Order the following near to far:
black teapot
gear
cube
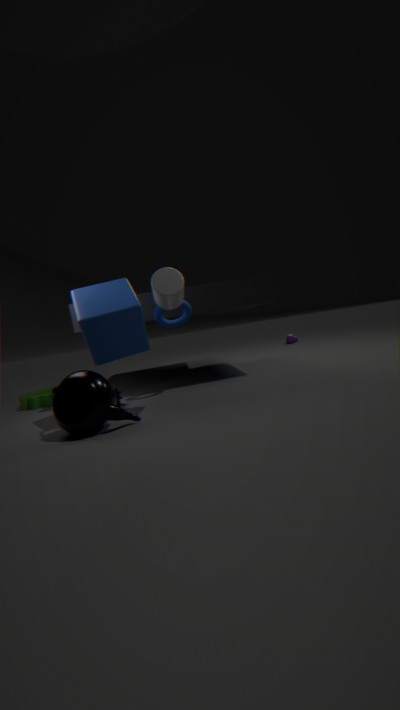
black teapot, cube, gear
